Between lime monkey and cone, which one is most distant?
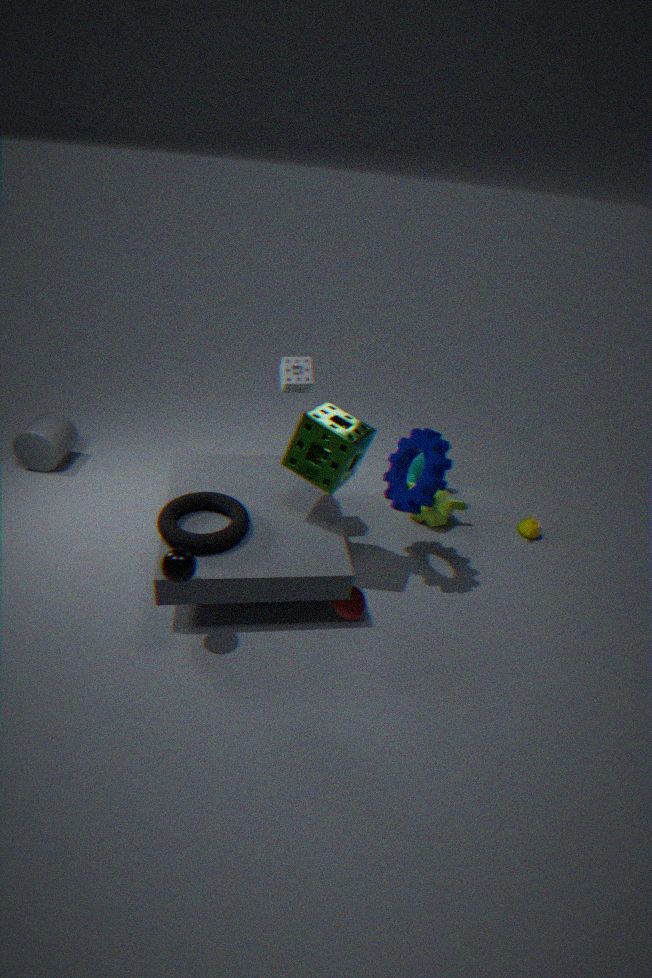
lime monkey
